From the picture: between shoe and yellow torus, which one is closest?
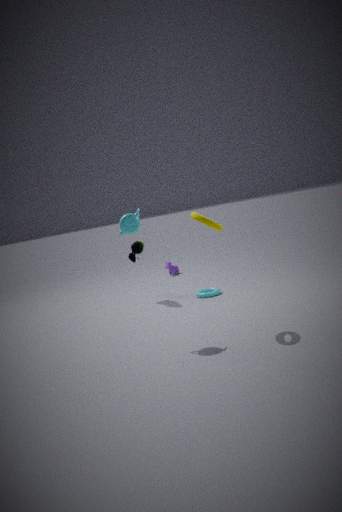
yellow torus
